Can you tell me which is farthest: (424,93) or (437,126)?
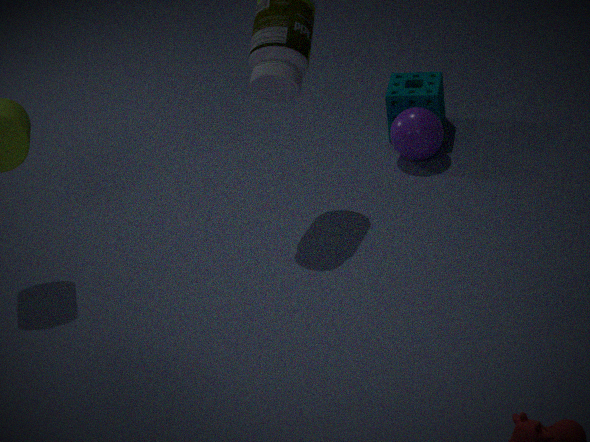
(424,93)
